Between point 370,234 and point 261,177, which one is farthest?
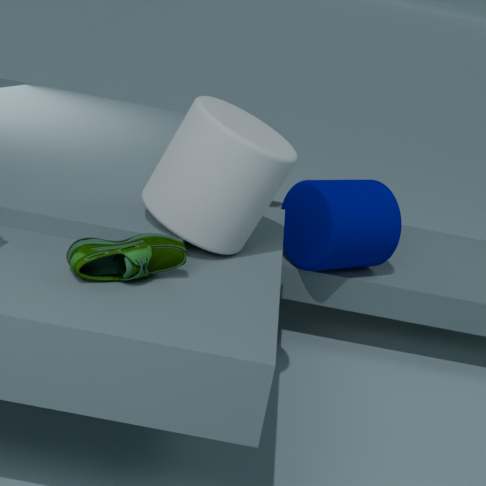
point 370,234
